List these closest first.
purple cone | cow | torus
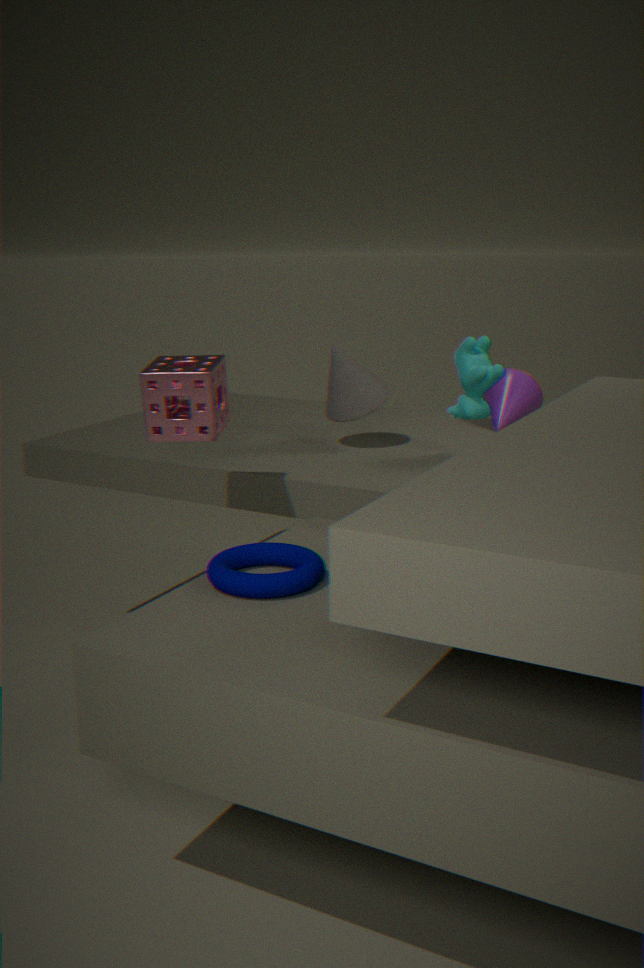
torus → cow → purple cone
